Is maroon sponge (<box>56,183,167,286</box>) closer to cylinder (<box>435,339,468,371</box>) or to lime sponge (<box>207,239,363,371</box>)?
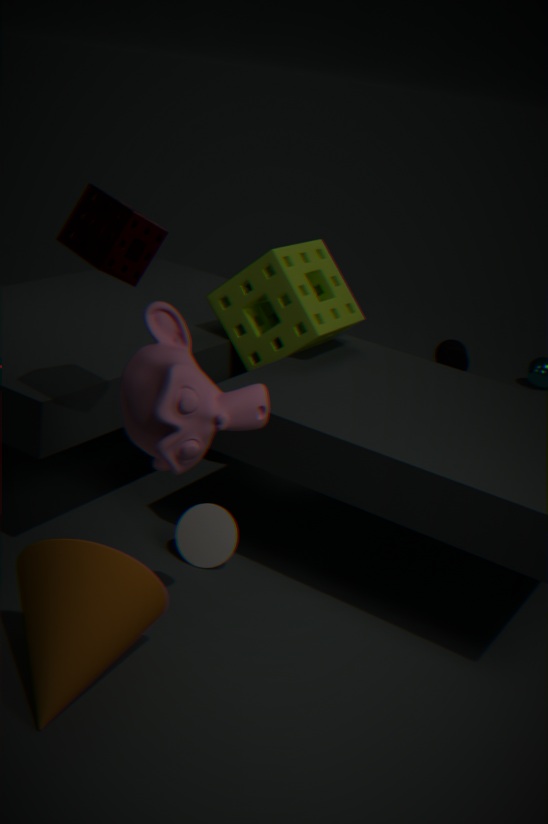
lime sponge (<box>207,239,363,371</box>)
